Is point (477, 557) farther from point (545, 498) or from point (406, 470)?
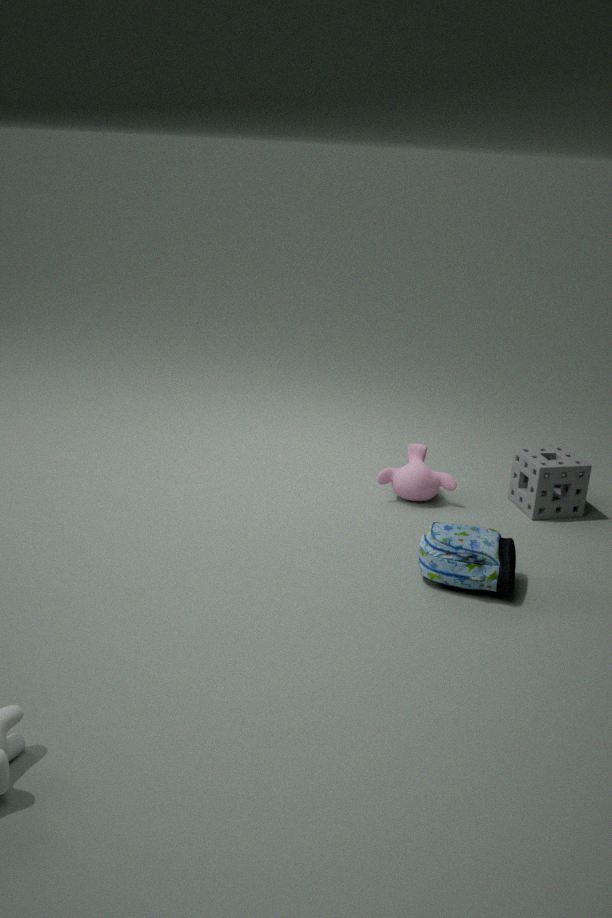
point (545, 498)
